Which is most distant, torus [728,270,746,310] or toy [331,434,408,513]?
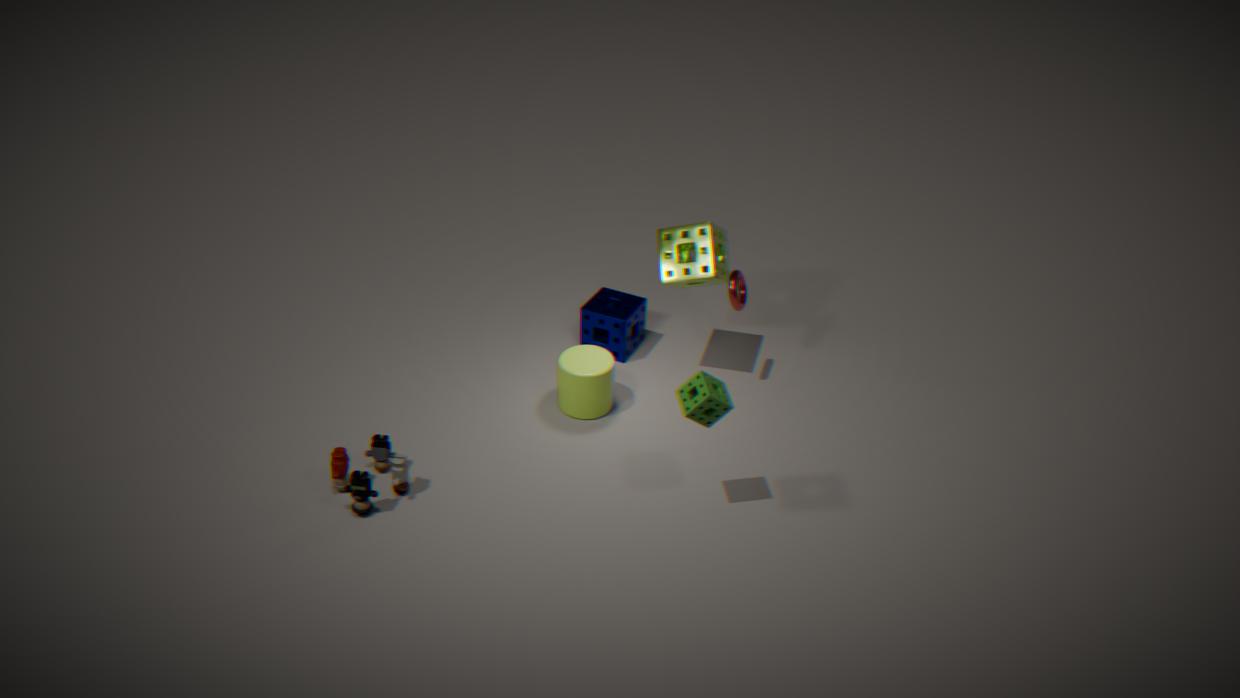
torus [728,270,746,310]
